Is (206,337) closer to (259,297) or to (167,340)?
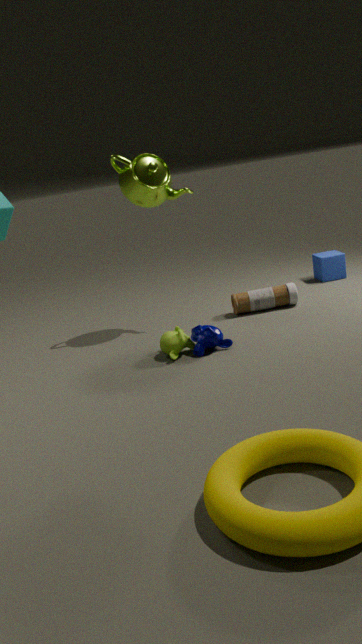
(167,340)
